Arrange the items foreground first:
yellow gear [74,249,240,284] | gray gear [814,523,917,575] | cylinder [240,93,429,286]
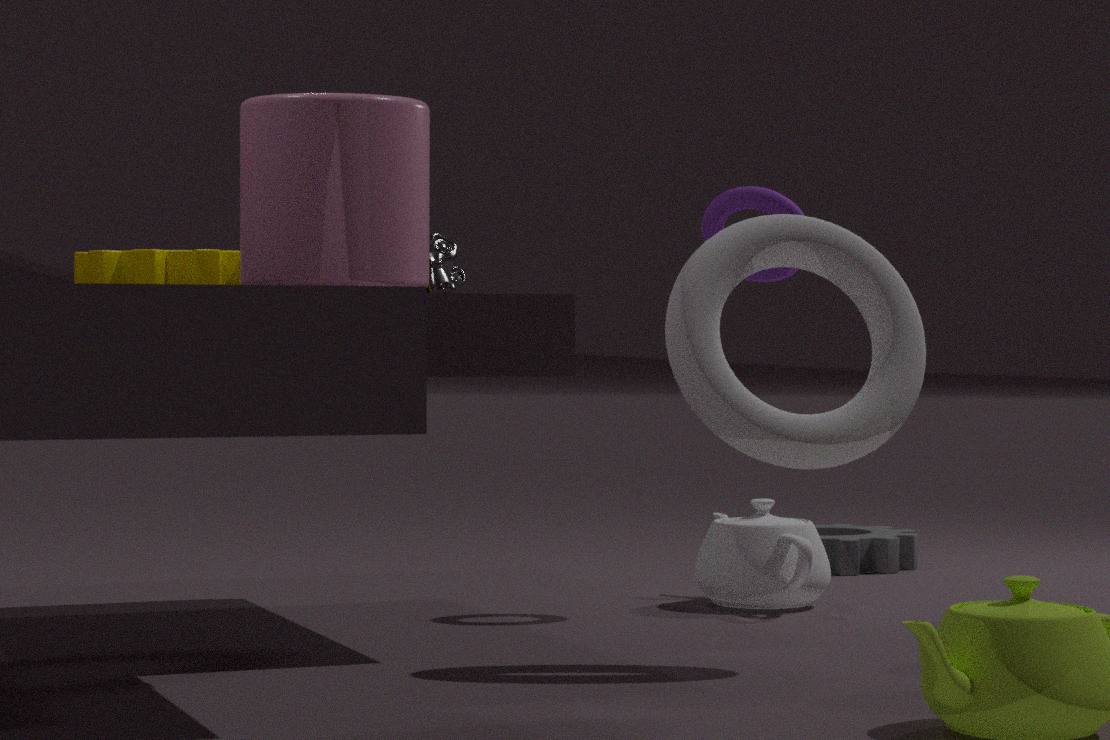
cylinder [240,93,429,286] → yellow gear [74,249,240,284] → gray gear [814,523,917,575]
